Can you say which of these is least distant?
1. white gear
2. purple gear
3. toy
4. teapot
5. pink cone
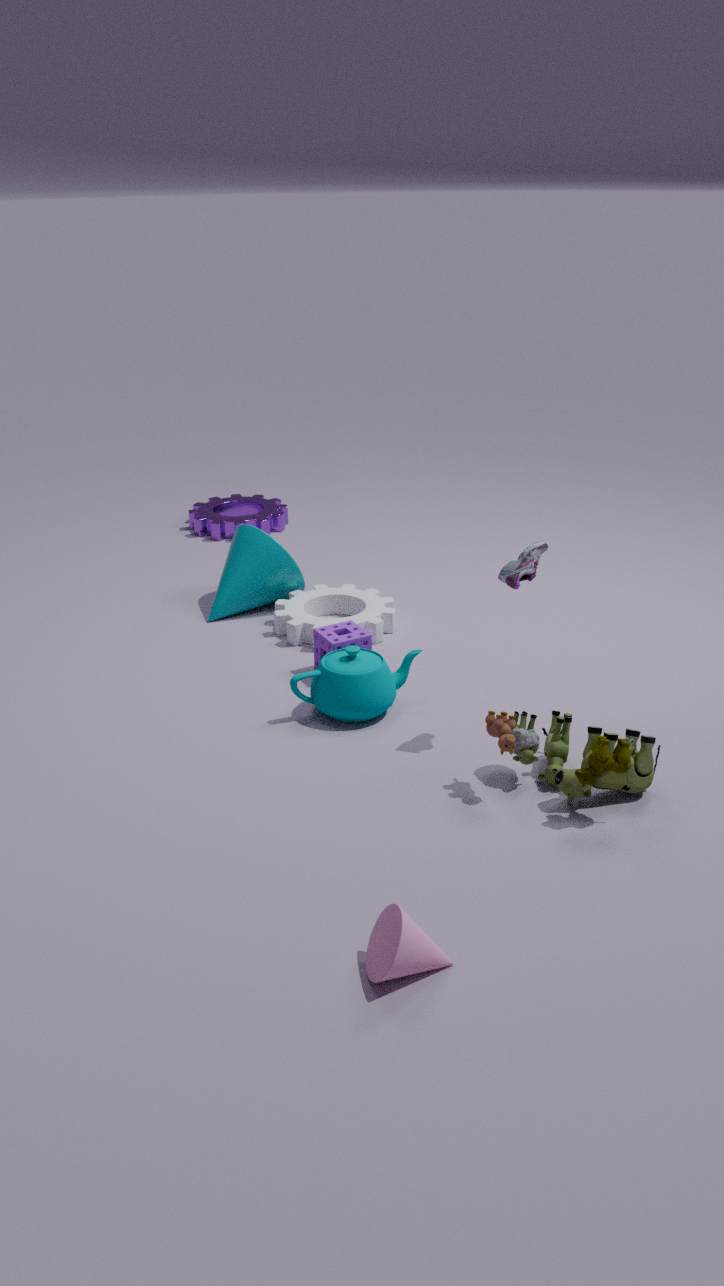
pink cone
